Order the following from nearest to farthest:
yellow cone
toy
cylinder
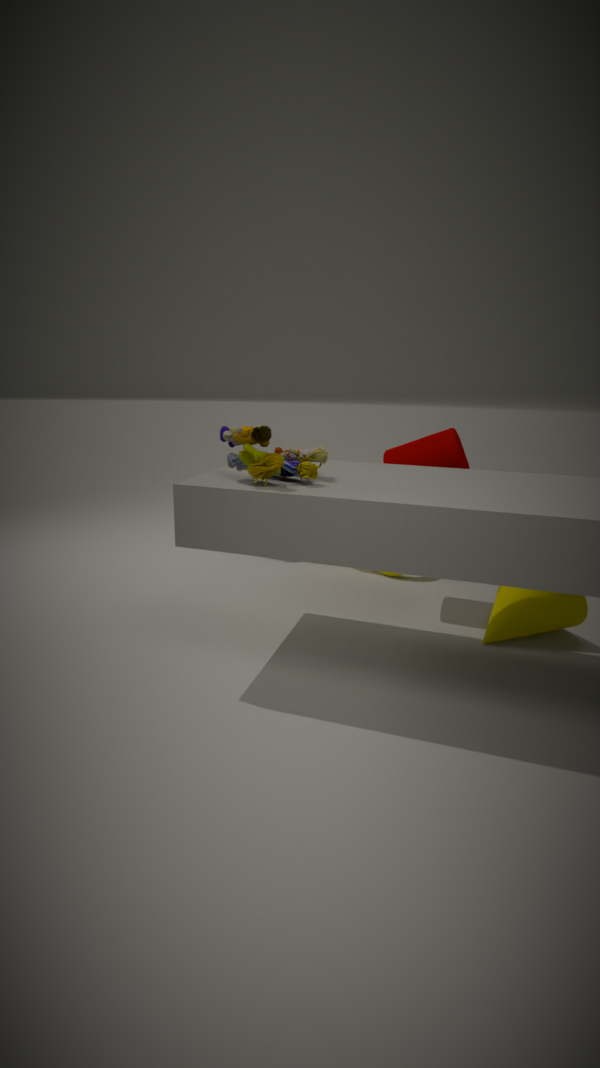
toy
yellow cone
cylinder
